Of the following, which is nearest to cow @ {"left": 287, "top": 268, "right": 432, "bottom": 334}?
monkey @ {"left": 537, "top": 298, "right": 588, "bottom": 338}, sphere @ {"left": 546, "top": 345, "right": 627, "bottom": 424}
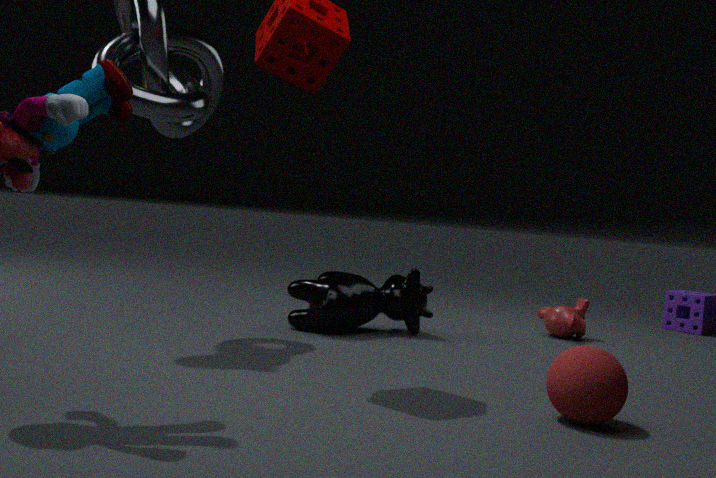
monkey @ {"left": 537, "top": 298, "right": 588, "bottom": 338}
